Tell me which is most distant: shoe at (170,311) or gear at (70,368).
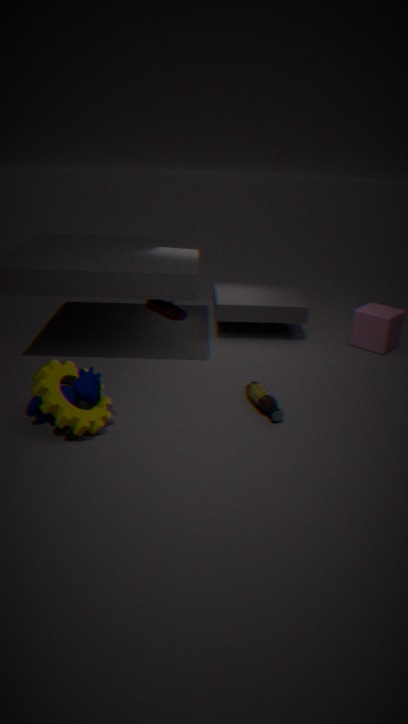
shoe at (170,311)
